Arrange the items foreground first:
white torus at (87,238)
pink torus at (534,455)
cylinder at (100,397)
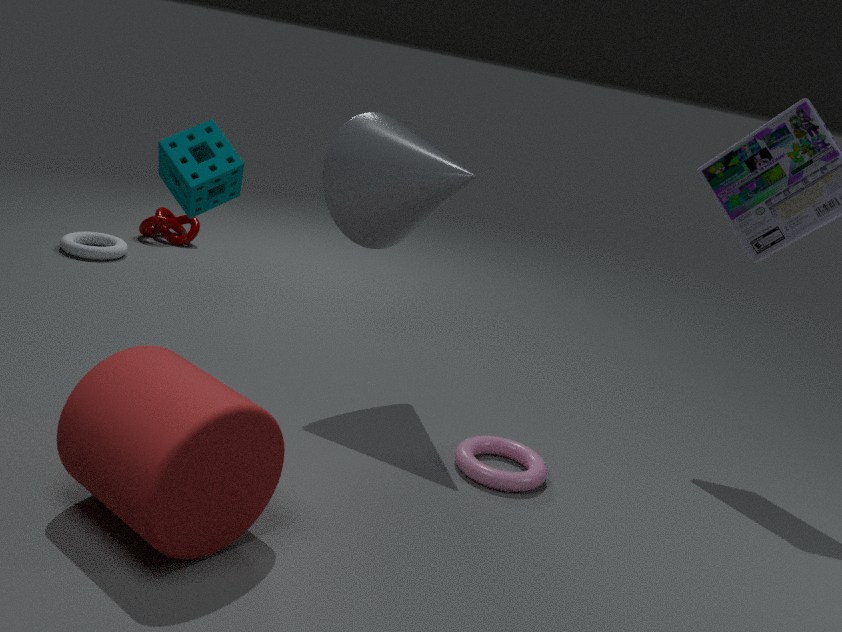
1. cylinder at (100,397)
2. pink torus at (534,455)
3. white torus at (87,238)
